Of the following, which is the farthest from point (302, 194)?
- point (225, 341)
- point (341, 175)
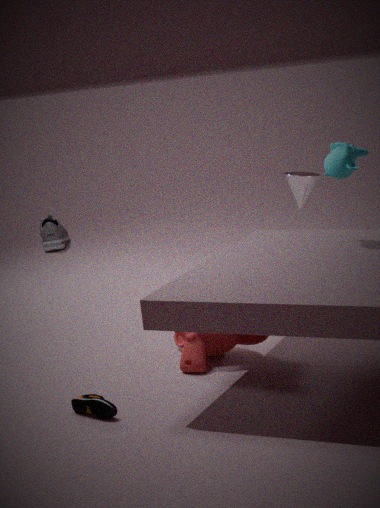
point (225, 341)
